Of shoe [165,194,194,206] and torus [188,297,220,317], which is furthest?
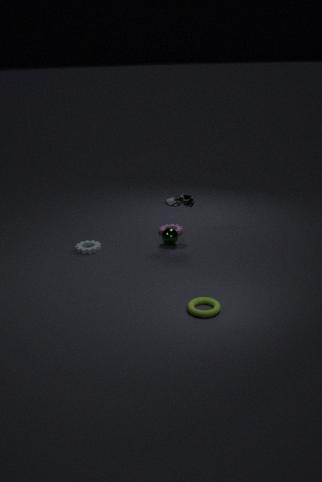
shoe [165,194,194,206]
